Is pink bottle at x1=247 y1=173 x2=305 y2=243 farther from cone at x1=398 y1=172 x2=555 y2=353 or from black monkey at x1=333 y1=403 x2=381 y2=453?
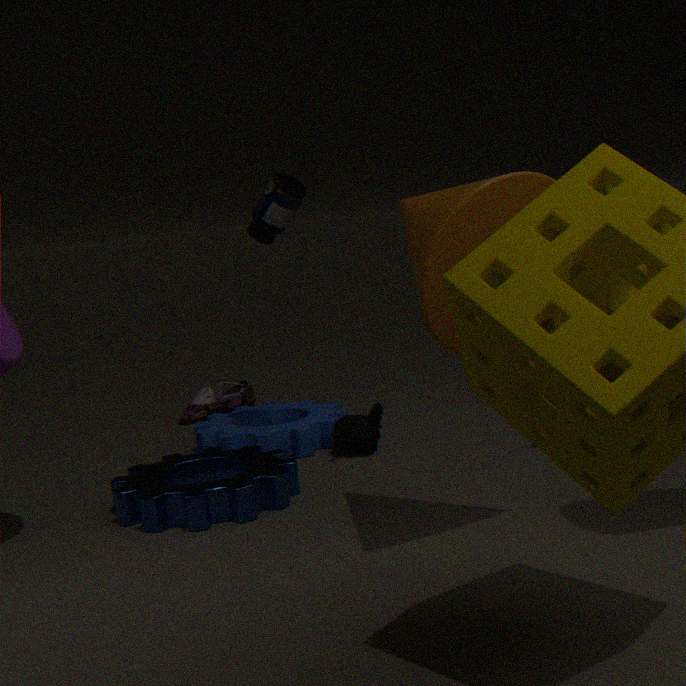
cone at x1=398 y1=172 x2=555 y2=353
